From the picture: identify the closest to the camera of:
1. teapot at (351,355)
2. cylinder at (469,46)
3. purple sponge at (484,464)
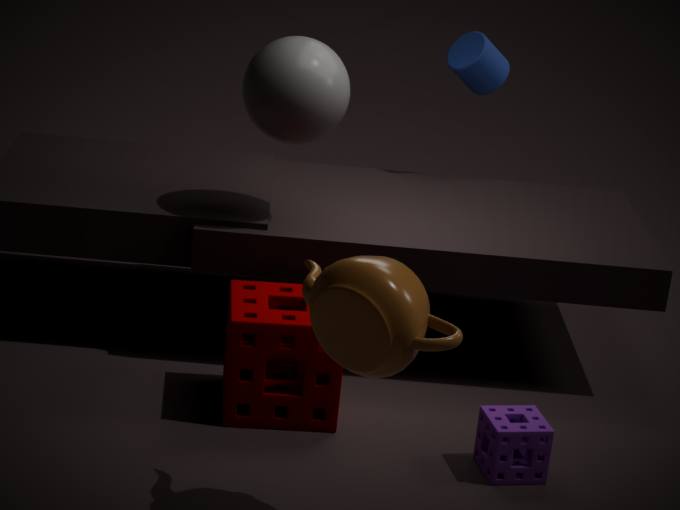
teapot at (351,355)
